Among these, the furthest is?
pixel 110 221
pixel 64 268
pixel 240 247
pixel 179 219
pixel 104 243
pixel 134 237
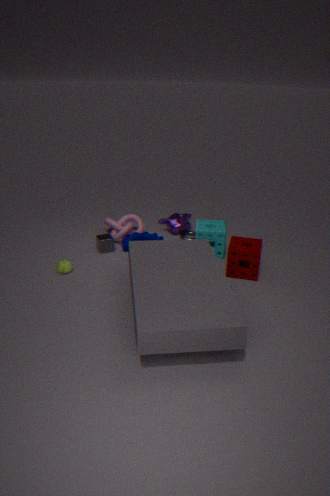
pixel 179 219
